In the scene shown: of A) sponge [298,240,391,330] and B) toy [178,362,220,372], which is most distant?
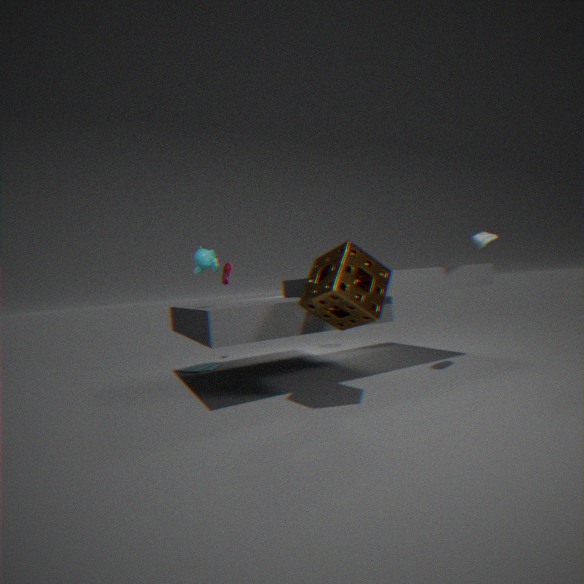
B. toy [178,362,220,372]
